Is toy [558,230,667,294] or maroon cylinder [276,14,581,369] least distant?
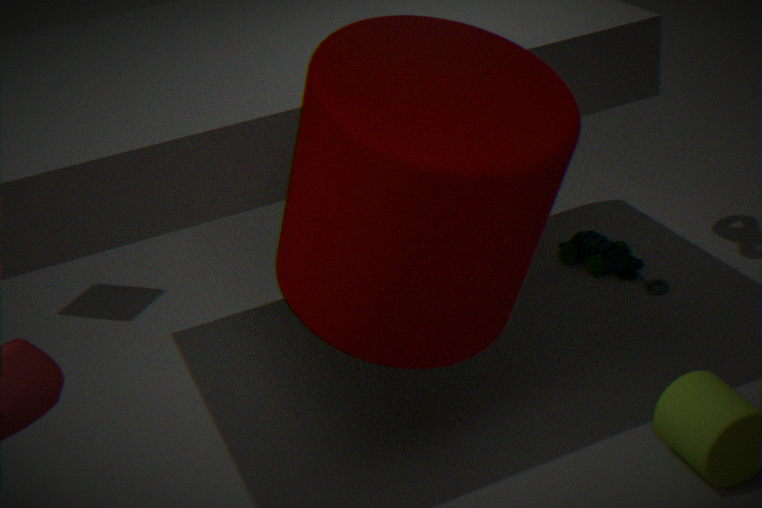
maroon cylinder [276,14,581,369]
